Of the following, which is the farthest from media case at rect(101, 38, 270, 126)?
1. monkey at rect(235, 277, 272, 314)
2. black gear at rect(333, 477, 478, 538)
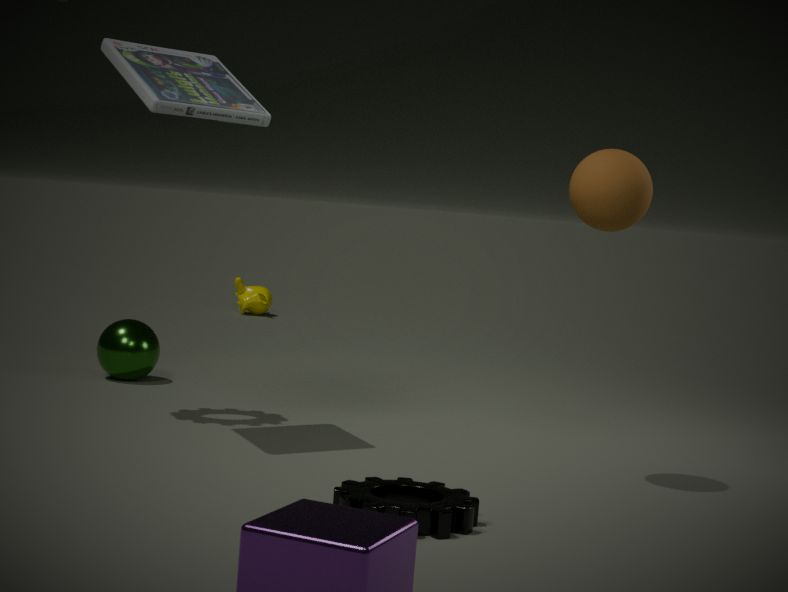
monkey at rect(235, 277, 272, 314)
